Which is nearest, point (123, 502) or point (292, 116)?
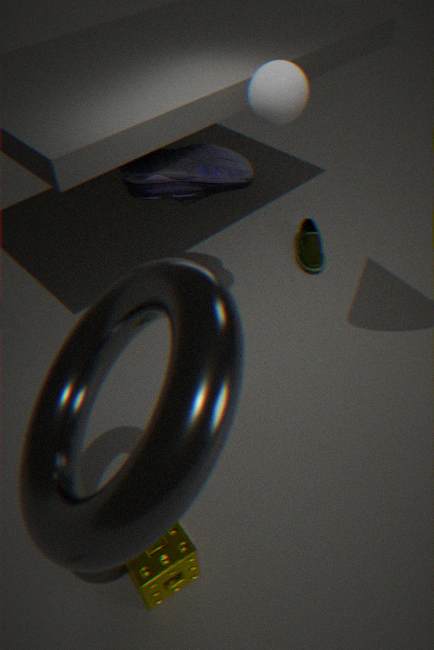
point (123, 502)
